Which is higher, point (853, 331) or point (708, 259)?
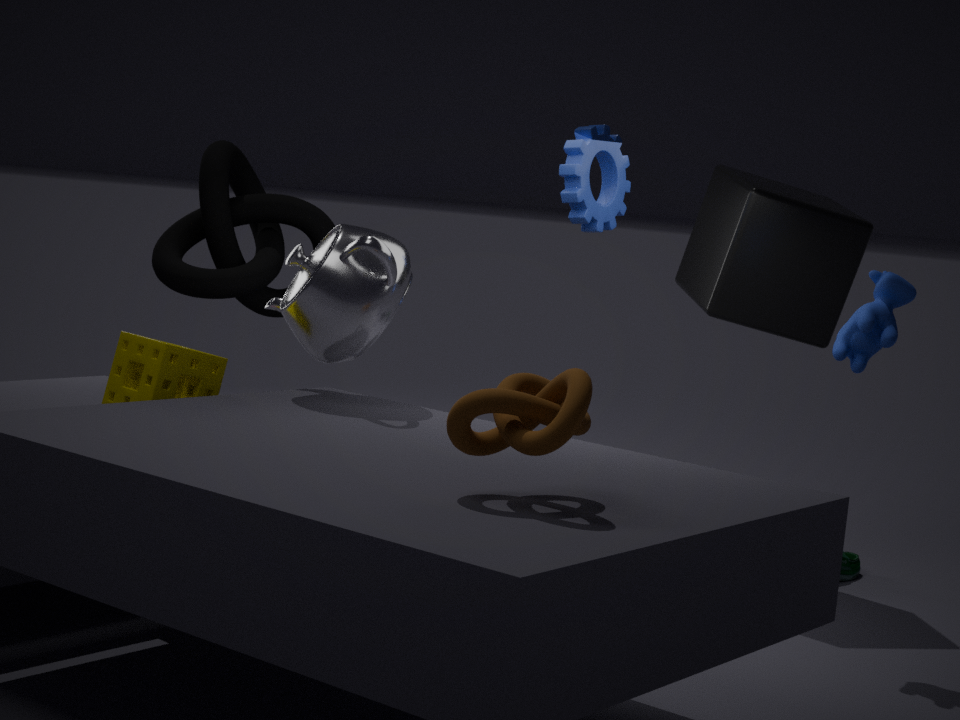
point (708, 259)
